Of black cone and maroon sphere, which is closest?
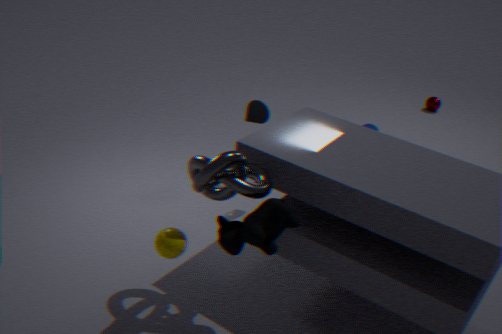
black cone
